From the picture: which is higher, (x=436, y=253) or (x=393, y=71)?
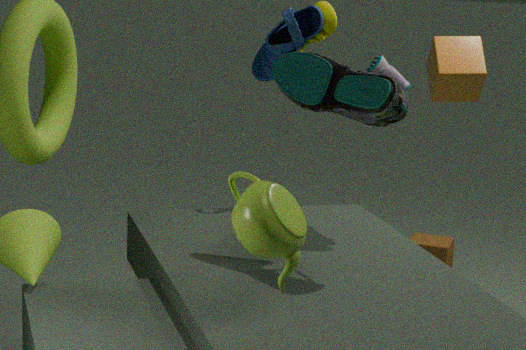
(x=393, y=71)
